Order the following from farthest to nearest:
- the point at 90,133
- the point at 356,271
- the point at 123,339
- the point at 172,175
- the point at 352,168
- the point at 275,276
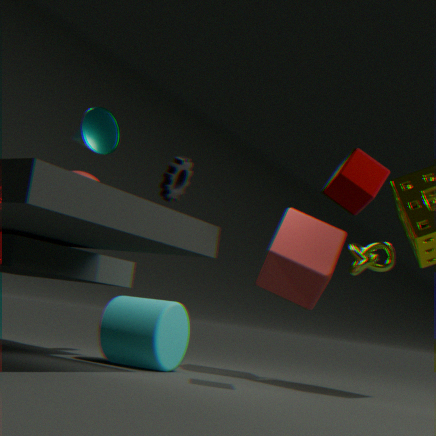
the point at 172,175
the point at 275,276
the point at 356,271
the point at 123,339
the point at 90,133
the point at 352,168
